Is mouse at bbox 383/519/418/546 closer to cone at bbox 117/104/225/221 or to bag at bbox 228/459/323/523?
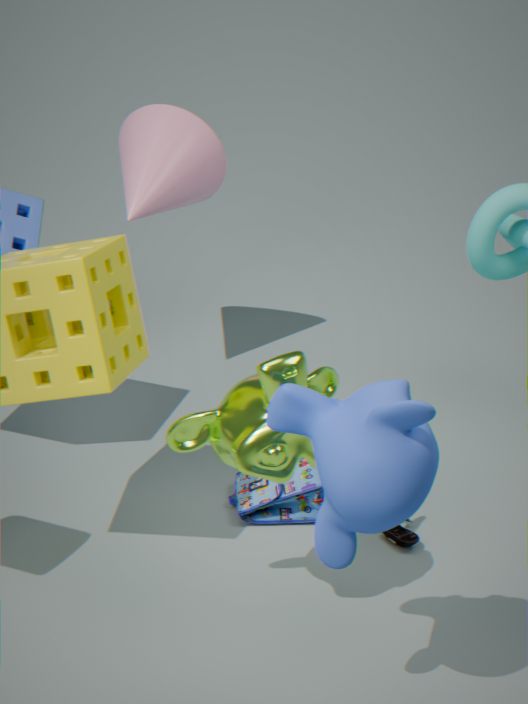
bag at bbox 228/459/323/523
